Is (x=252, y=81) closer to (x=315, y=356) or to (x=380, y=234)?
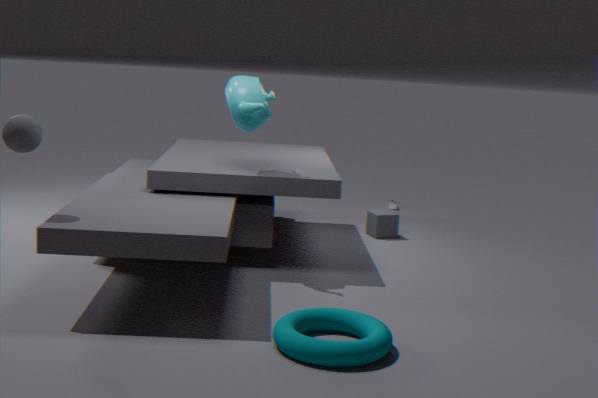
(x=315, y=356)
